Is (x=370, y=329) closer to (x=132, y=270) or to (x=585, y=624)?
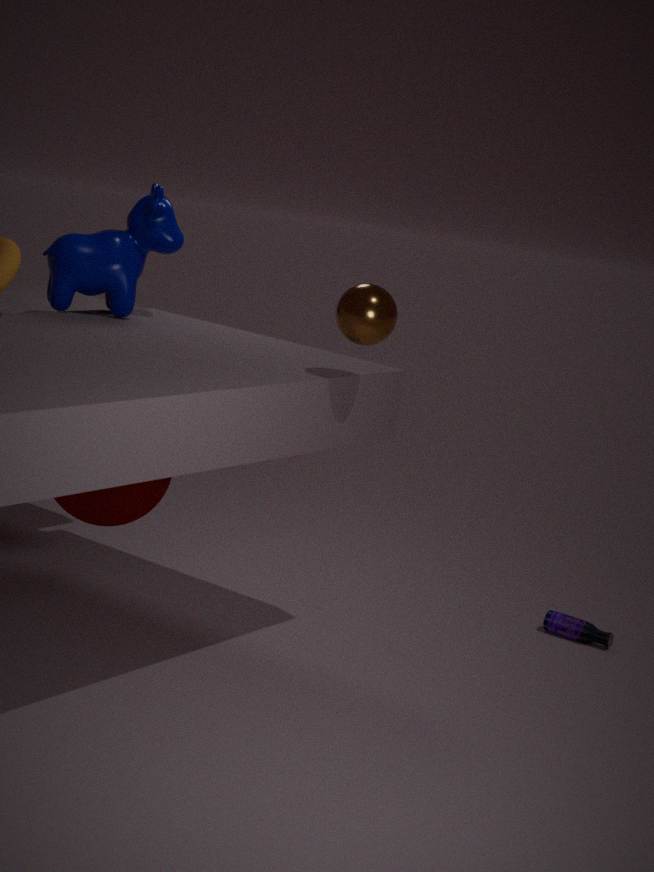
(x=132, y=270)
